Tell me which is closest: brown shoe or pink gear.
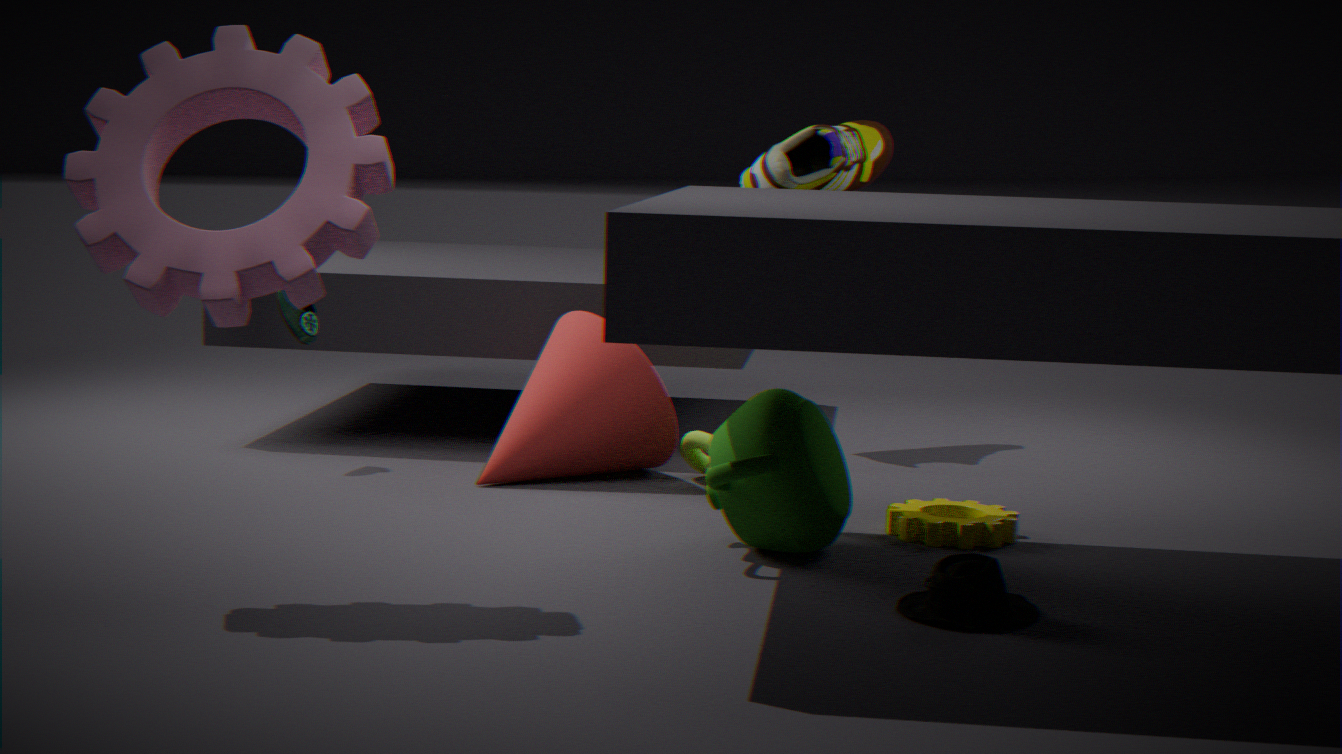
pink gear
